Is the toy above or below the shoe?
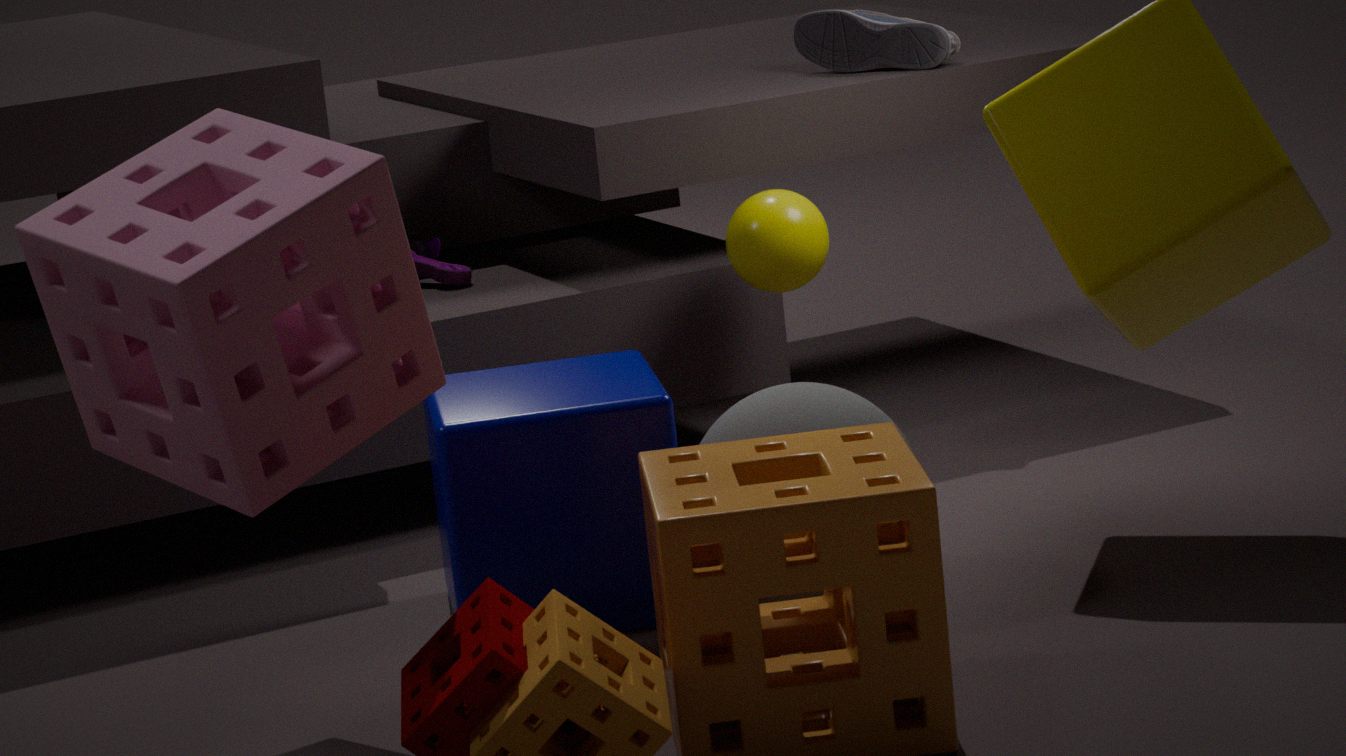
below
